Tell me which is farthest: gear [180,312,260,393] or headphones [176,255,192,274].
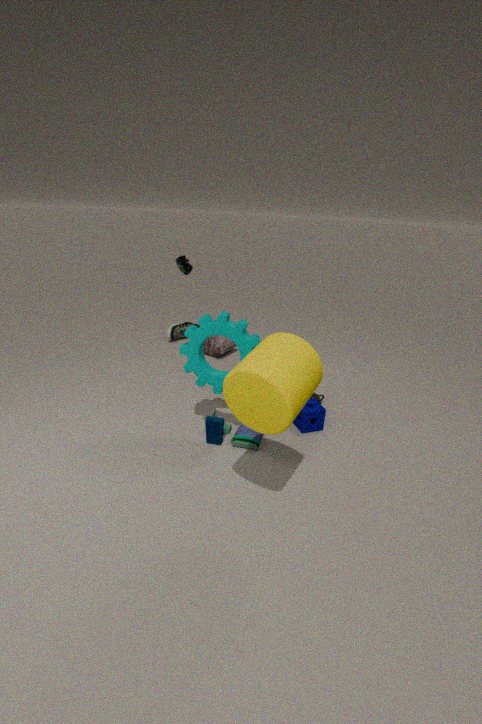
headphones [176,255,192,274]
